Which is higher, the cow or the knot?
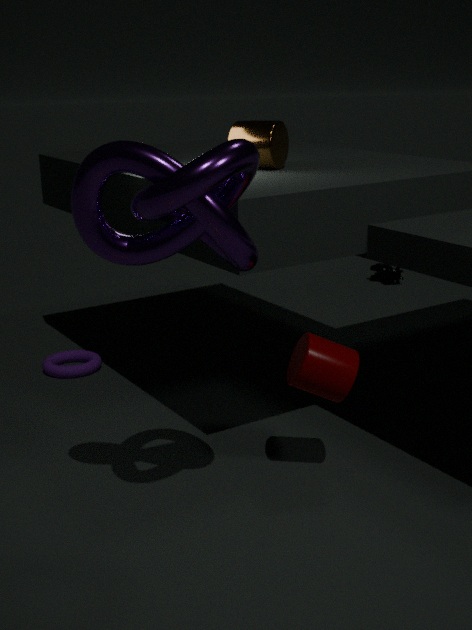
the knot
